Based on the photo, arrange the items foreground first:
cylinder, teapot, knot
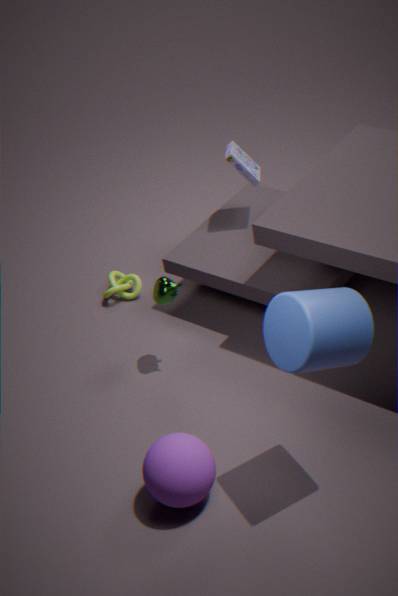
cylinder
teapot
knot
